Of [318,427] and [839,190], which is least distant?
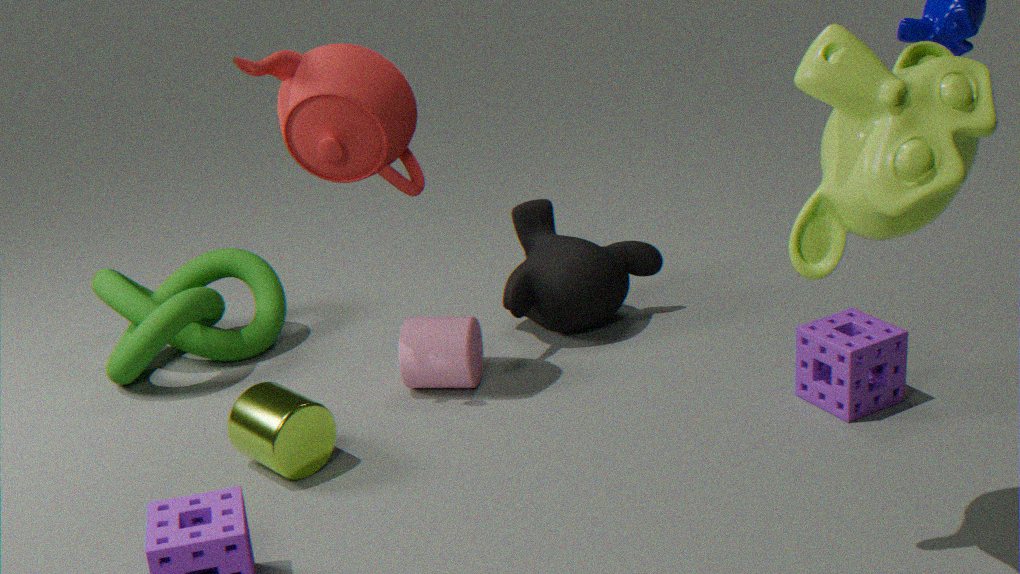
[839,190]
